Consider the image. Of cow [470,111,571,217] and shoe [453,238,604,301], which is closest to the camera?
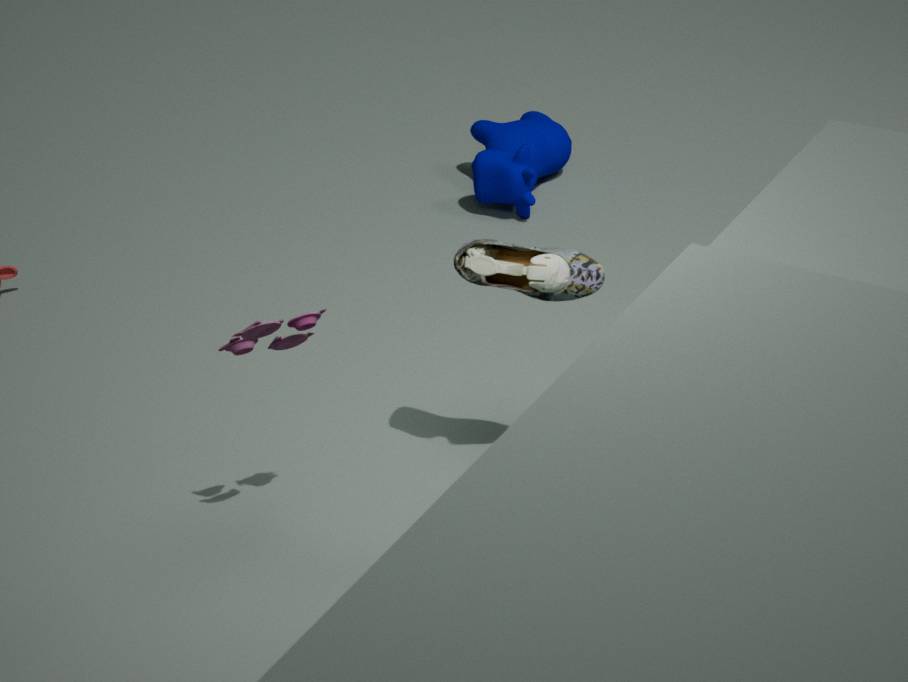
shoe [453,238,604,301]
